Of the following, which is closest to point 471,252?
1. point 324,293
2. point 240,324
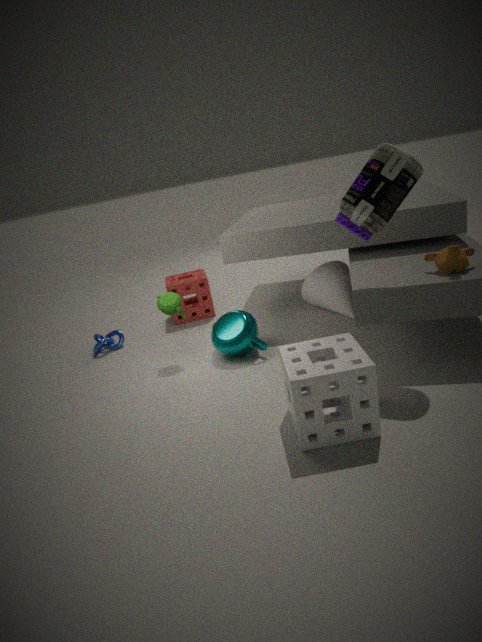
point 324,293
